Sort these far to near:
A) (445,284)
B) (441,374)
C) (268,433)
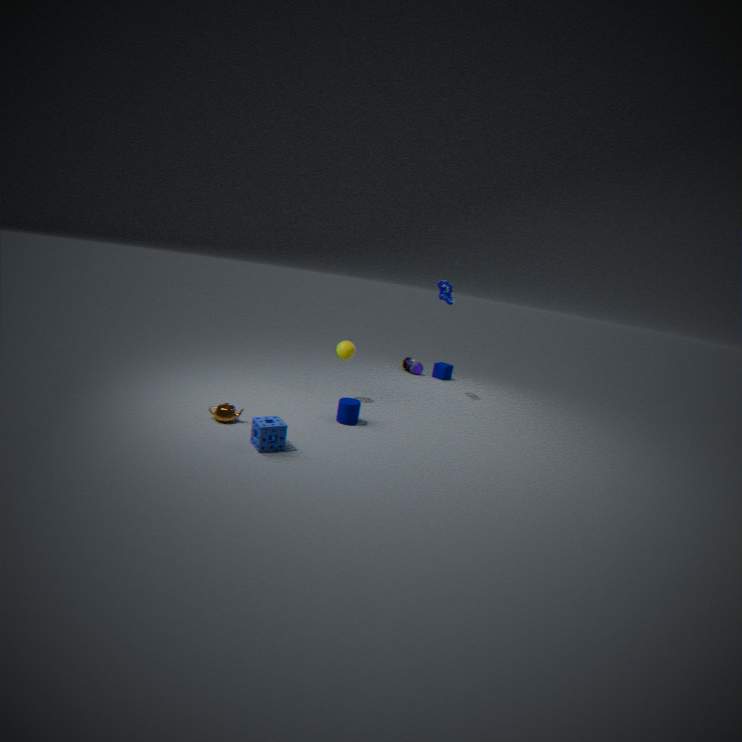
(441,374) → (445,284) → (268,433)
